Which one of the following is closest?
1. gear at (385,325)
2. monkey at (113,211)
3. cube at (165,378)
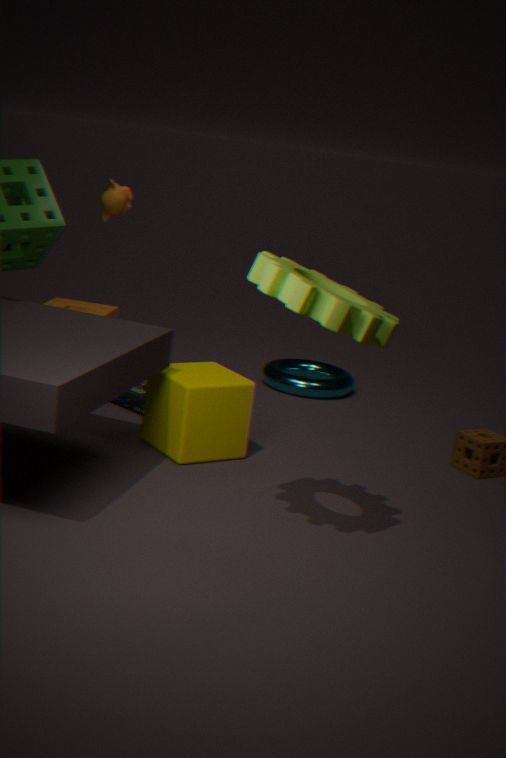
gear at (385,325)
